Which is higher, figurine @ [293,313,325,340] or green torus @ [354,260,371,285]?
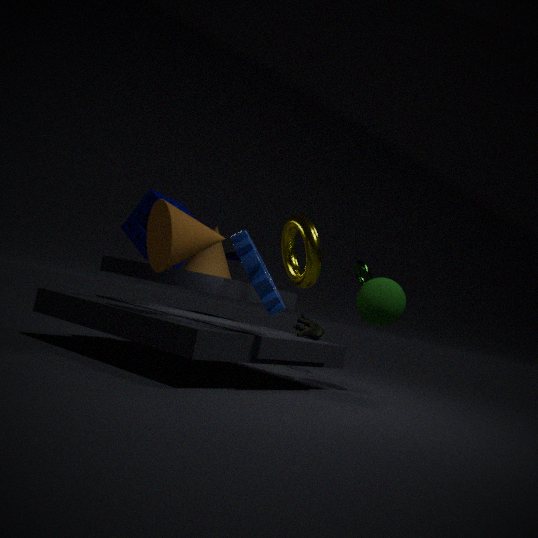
green torus @ [354,260,371,285]
